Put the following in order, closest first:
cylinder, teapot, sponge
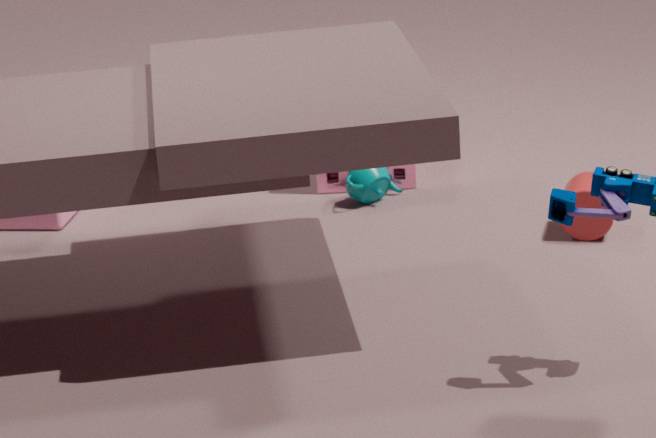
cylinder → teapot → sponge
